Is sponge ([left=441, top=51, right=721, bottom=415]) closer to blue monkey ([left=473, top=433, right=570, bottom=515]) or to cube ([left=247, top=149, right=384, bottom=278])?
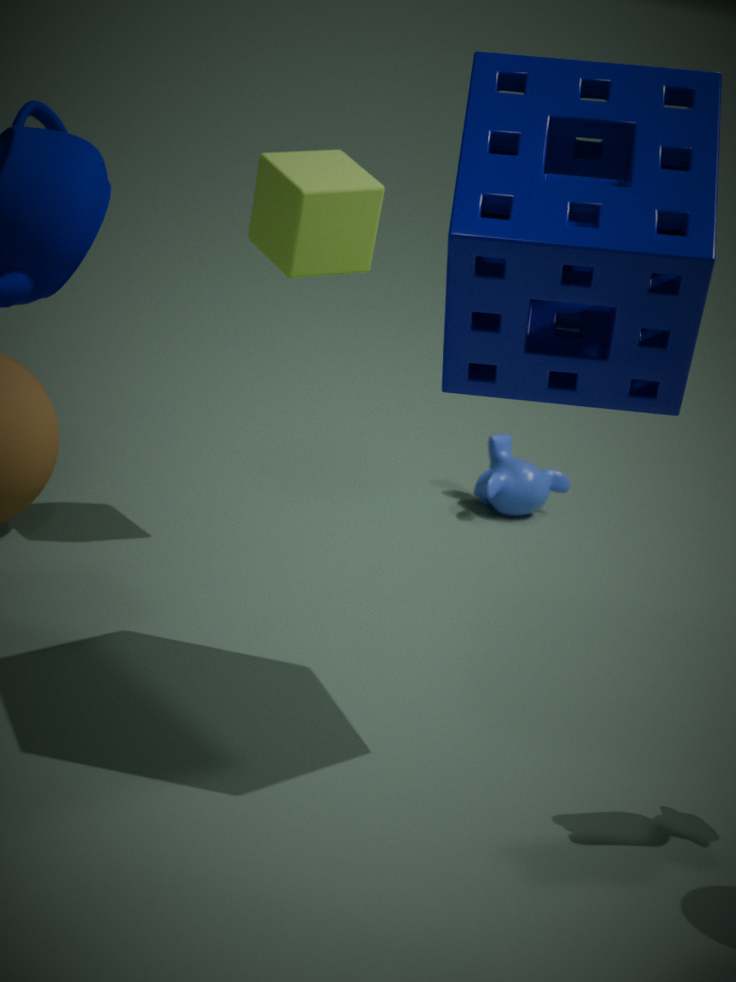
cube ([left=247, top=149, right=384, bottom=278])
